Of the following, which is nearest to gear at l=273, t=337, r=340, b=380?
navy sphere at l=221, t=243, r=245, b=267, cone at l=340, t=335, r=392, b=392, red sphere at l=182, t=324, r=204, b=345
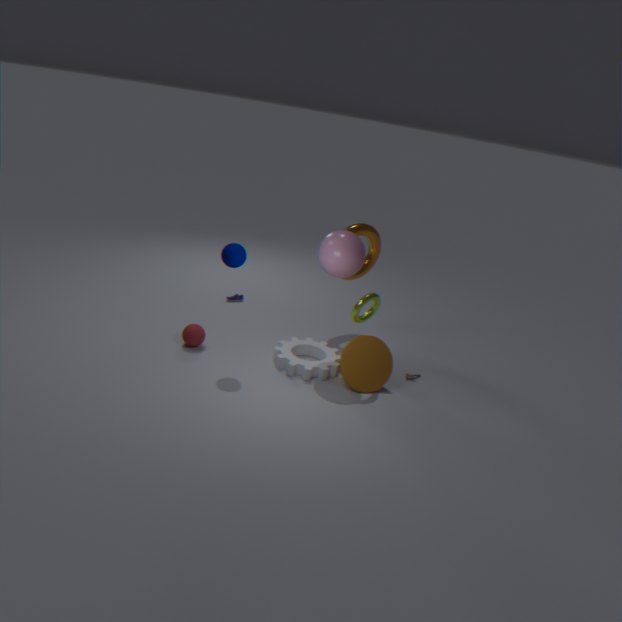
cone at l=340, t=335, r=392, b=392
